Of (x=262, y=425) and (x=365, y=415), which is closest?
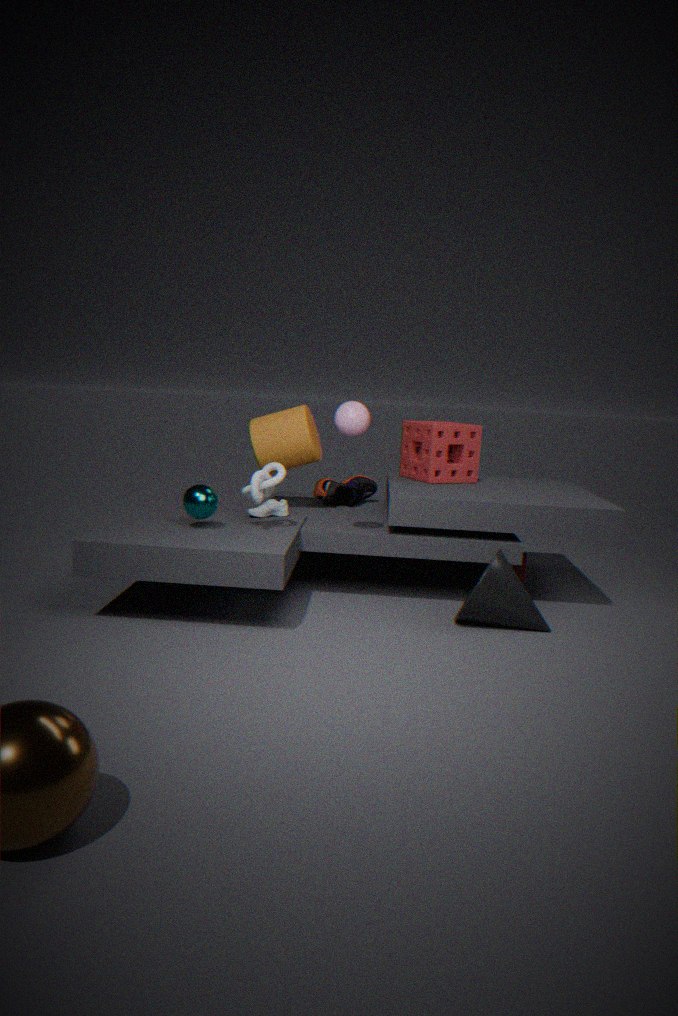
(x=365, y=415)
